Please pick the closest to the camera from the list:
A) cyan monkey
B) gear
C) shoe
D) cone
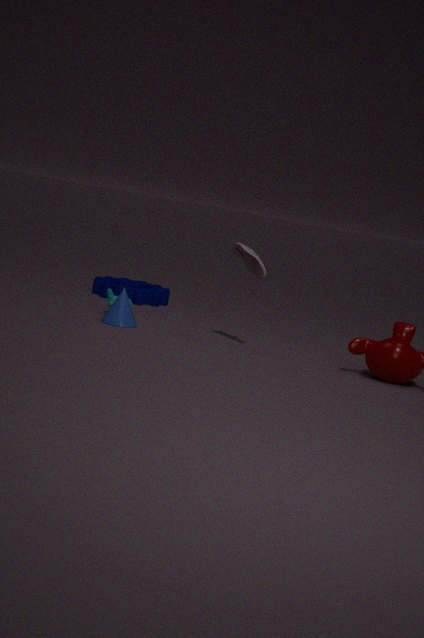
shoe
